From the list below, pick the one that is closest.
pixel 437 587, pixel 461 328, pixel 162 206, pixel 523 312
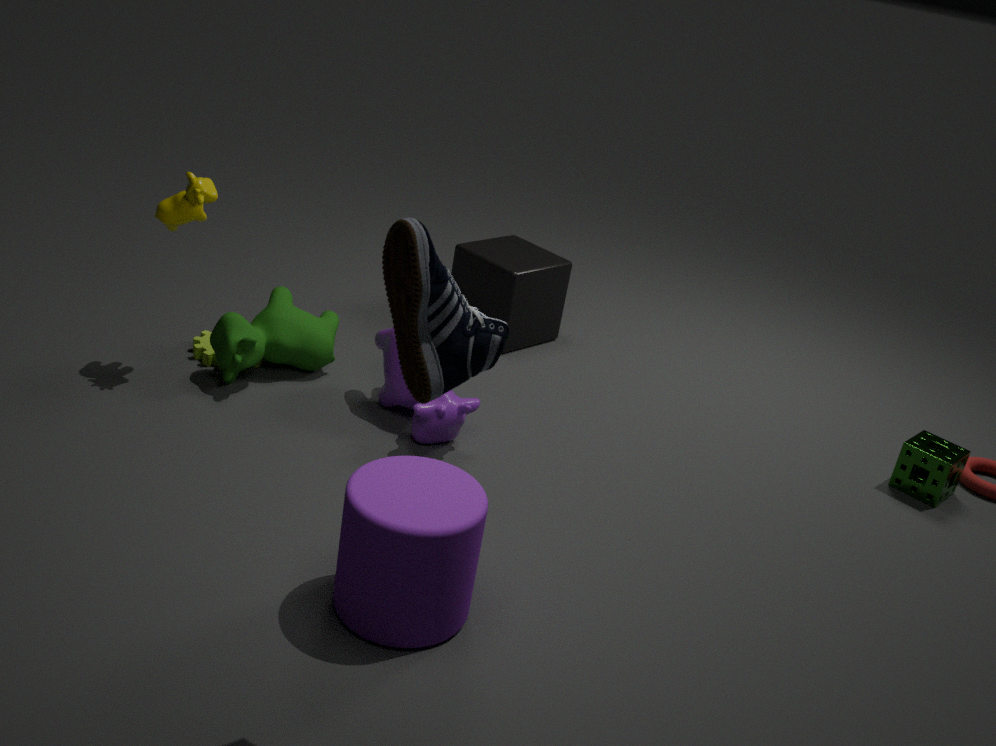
pixel 461 328
